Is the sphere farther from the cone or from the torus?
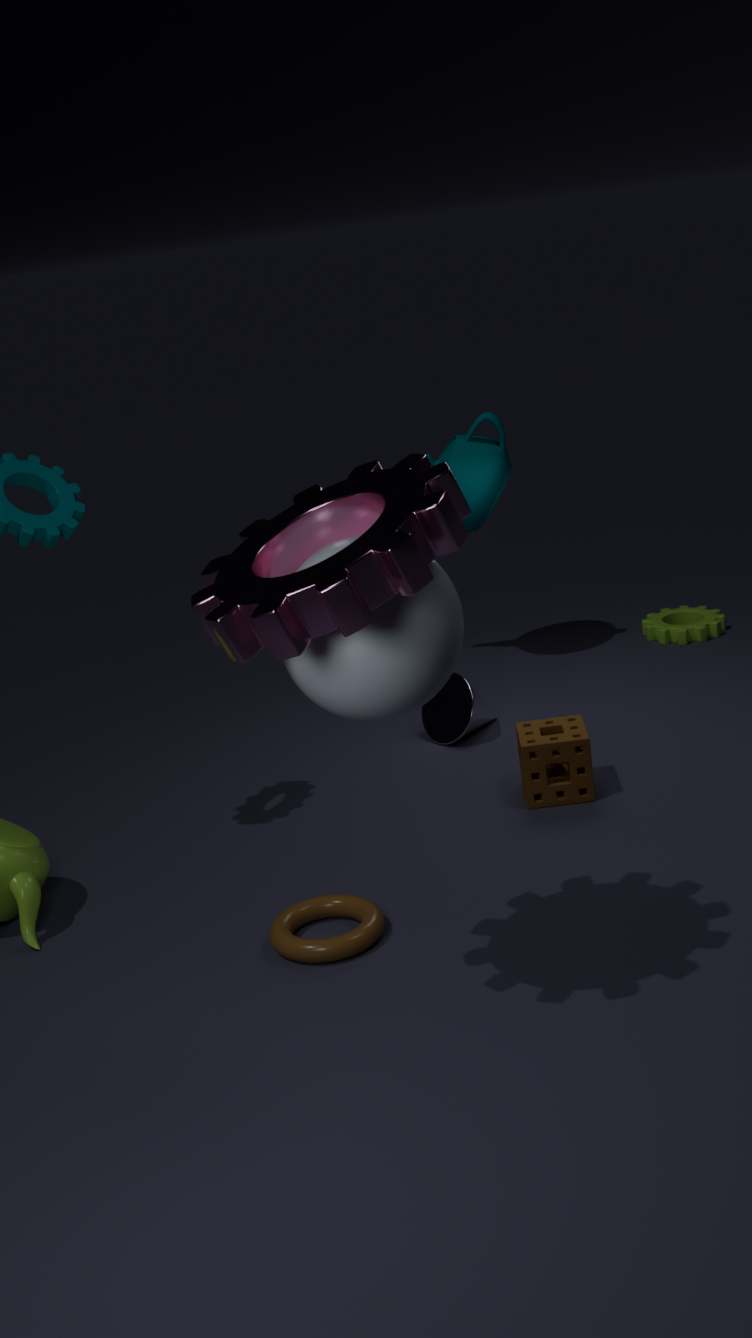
the cone
